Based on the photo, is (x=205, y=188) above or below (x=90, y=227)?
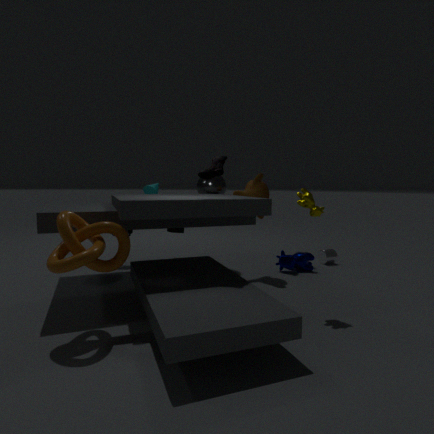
above
